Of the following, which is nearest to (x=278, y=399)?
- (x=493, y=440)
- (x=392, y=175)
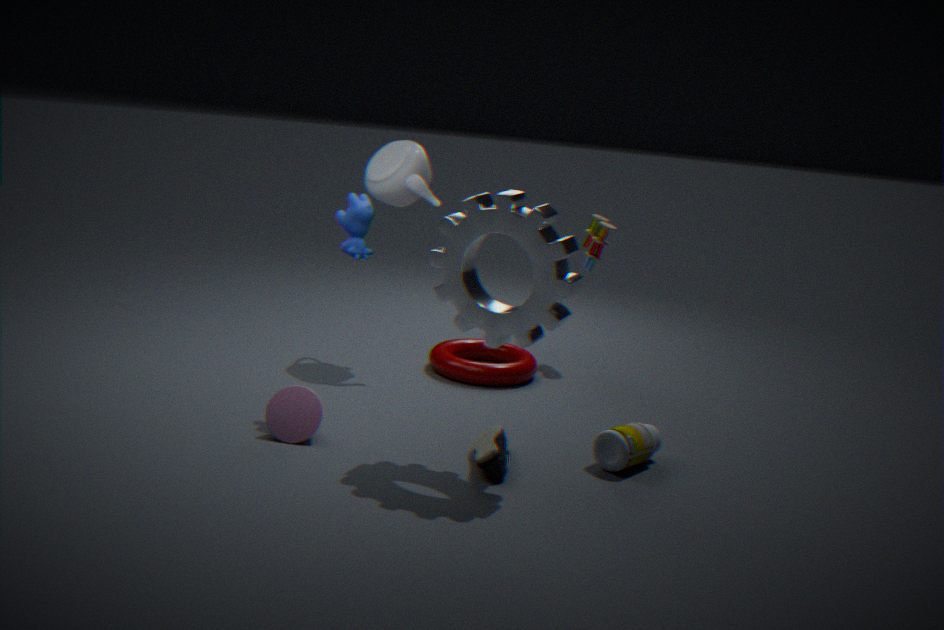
(x=493, y=440)
